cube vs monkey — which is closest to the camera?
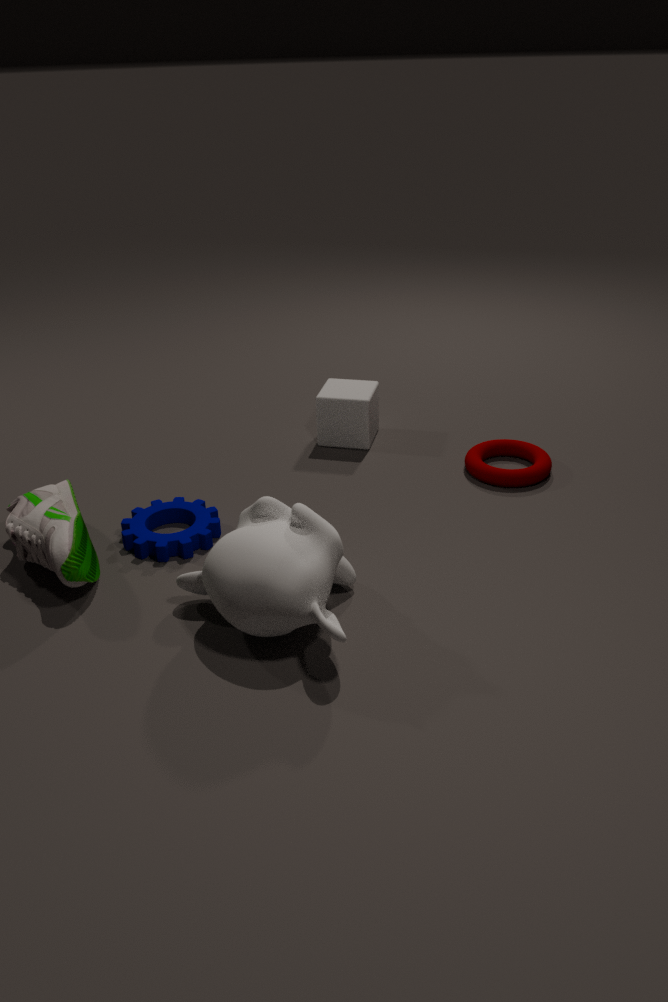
monkey
